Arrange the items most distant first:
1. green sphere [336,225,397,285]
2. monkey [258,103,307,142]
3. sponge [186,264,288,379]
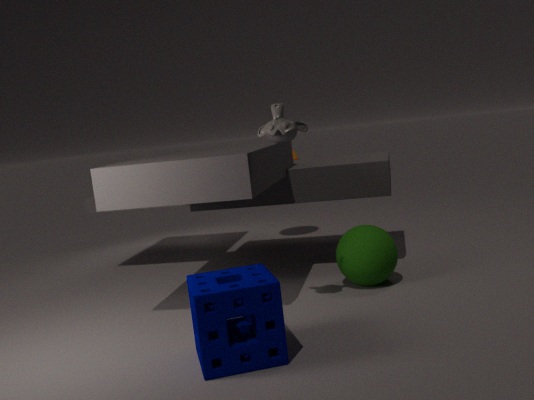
green sphere [336,225,397,285] → monkey [258,103,307,142] → sponge [186,264,288,379]
